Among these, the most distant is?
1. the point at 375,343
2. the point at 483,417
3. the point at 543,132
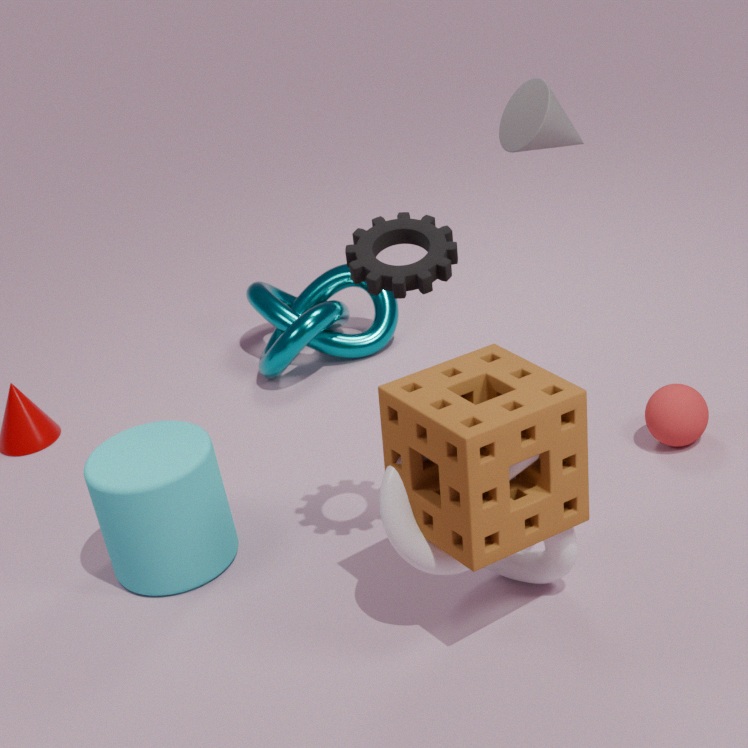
the point at 375,343
